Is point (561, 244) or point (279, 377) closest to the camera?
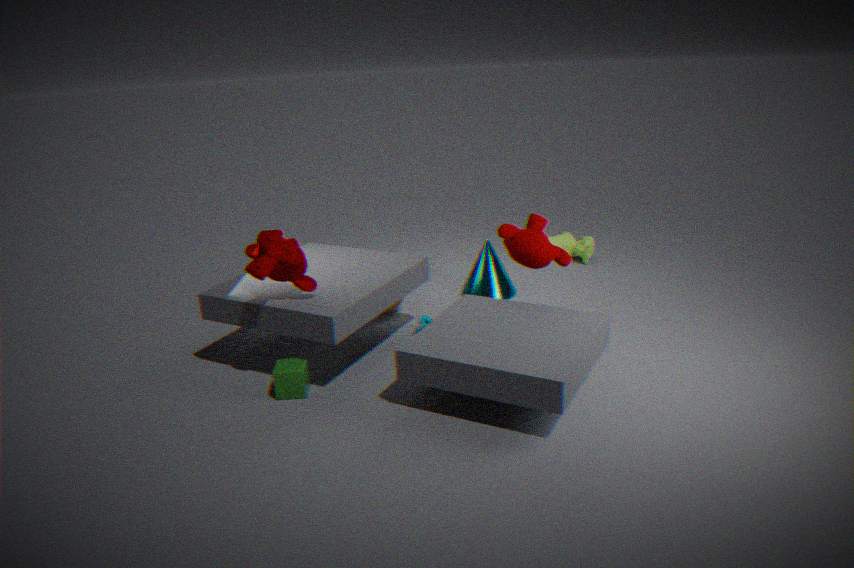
point (279, 377)
